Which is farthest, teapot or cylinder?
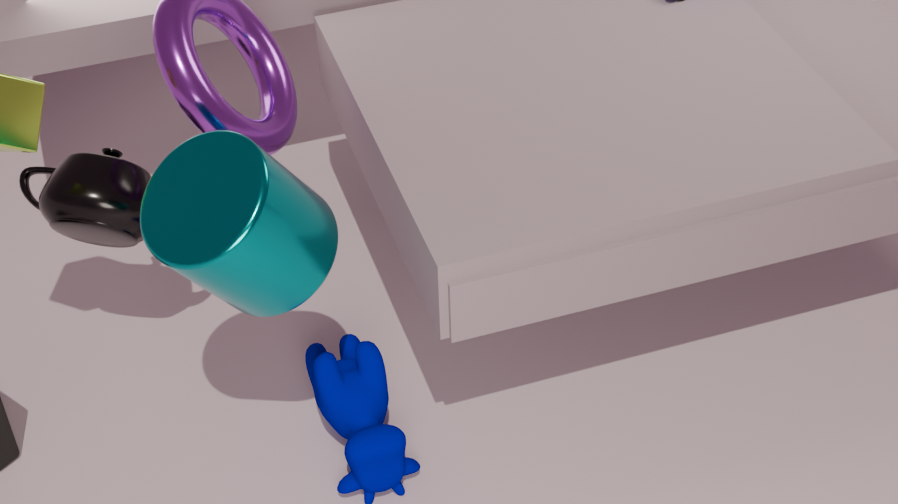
teapot
